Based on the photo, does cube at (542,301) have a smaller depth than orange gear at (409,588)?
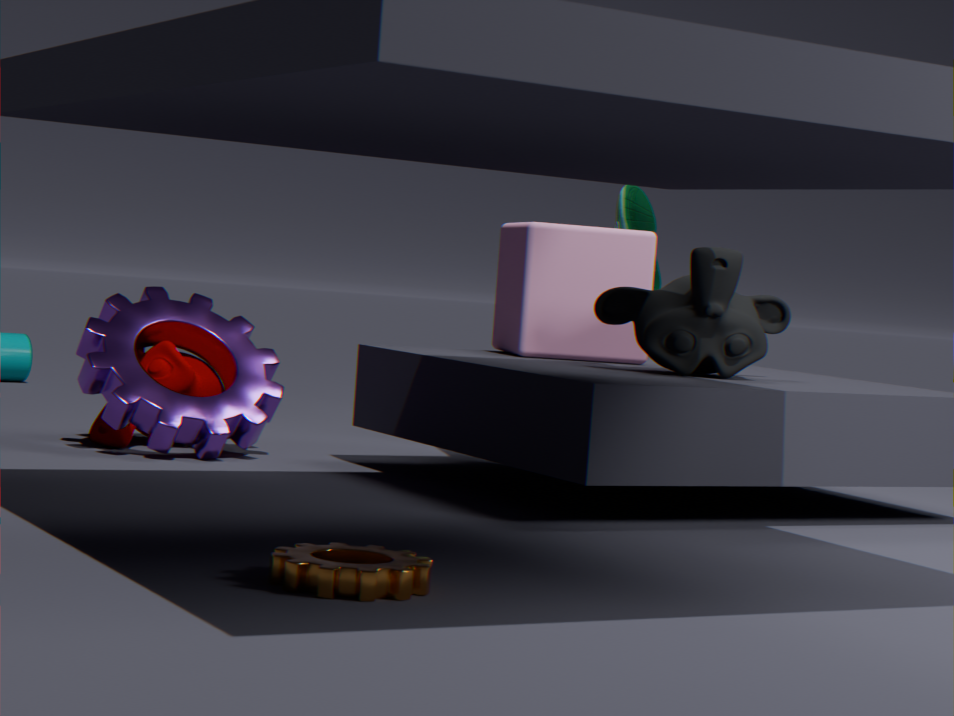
No
